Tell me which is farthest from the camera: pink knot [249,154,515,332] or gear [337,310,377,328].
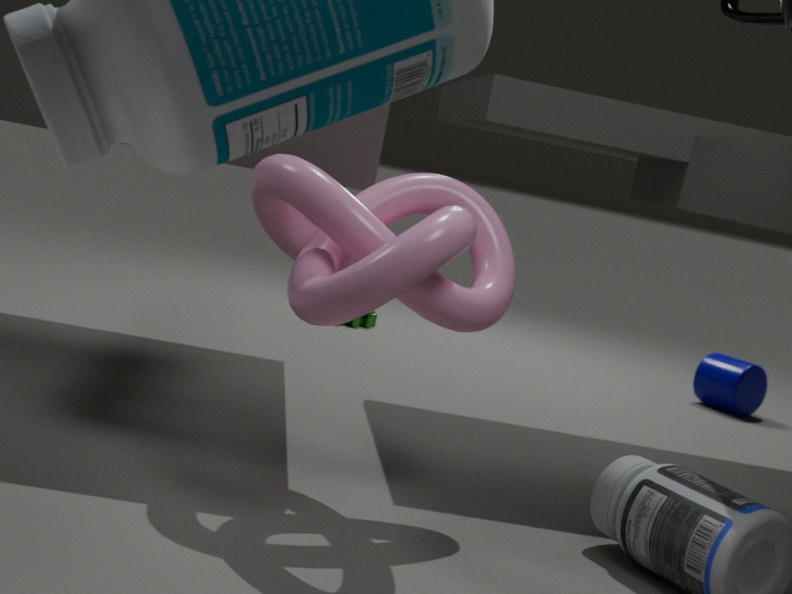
gear [337,310,377,328]
